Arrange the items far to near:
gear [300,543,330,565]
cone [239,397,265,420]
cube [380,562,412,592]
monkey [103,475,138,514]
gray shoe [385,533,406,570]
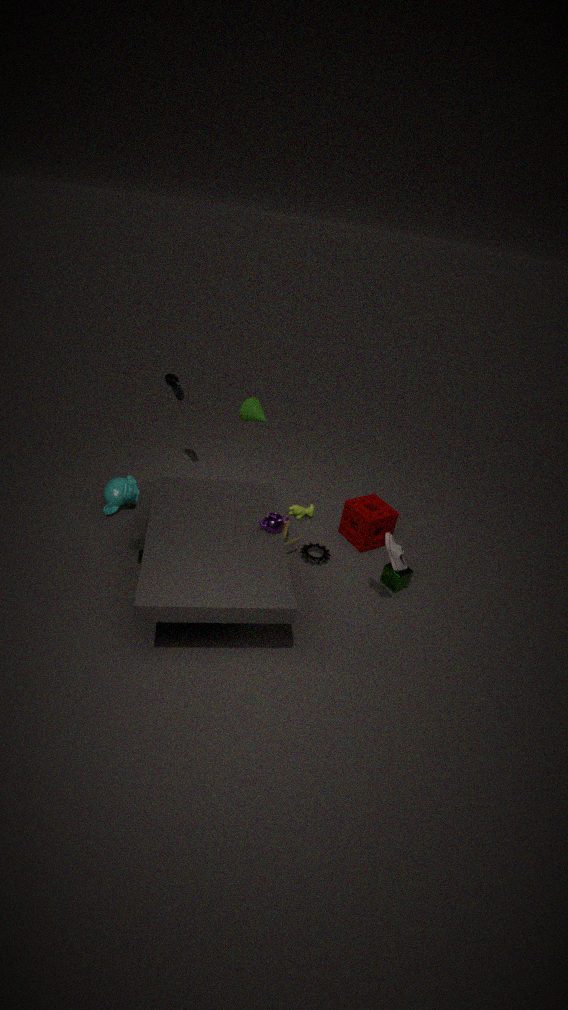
monkey [103,475,138,514]
gear [300,543,330,565]
cube [380,562,412,592]
cone [239,397,265,420]
gray shoe [385,533,406,570]
